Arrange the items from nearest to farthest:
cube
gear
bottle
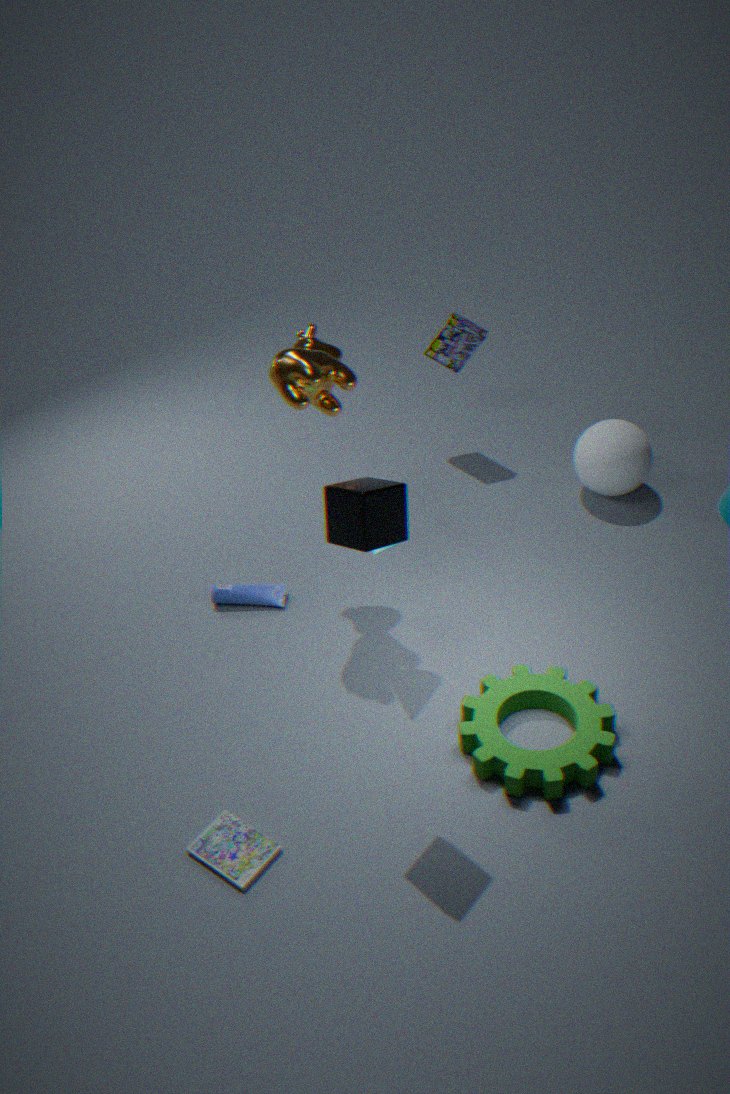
cube < gear < bottle
